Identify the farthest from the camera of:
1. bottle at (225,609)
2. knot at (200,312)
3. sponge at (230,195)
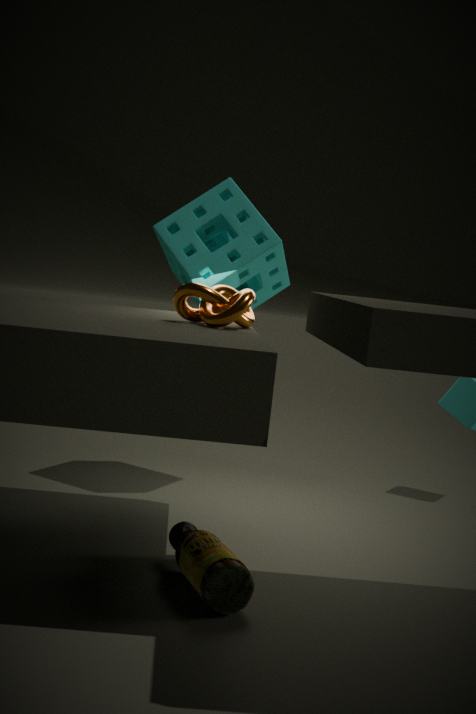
sponge at (230,195)
